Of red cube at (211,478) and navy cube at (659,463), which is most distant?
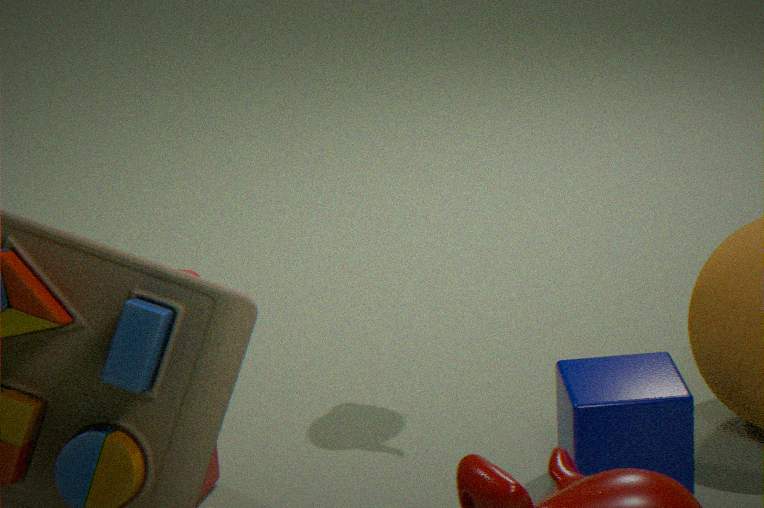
red cube at (211,478)
